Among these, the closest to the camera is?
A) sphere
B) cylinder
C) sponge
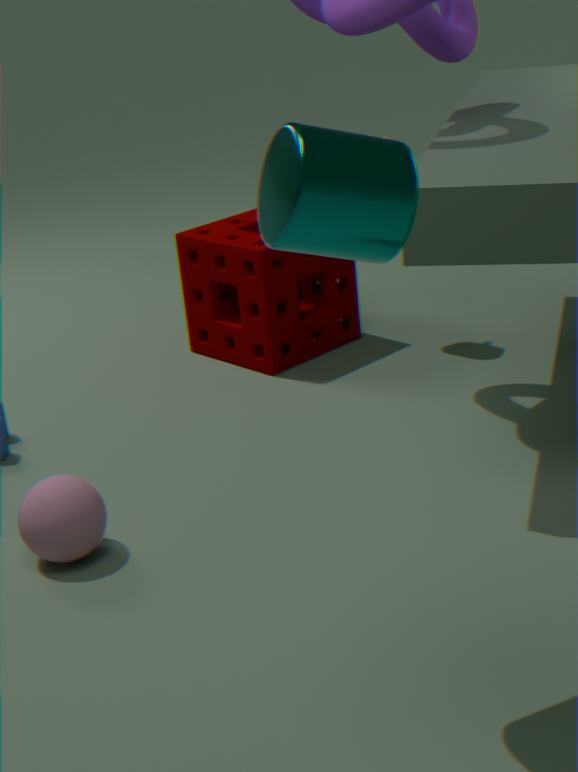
cylinder
